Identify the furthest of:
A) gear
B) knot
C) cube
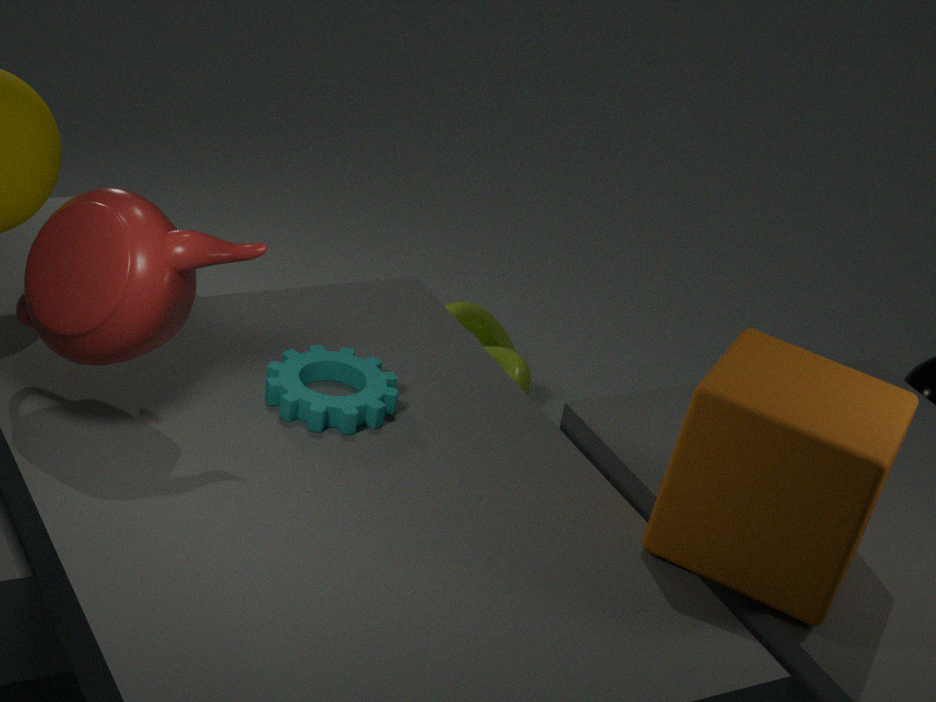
B. knot
